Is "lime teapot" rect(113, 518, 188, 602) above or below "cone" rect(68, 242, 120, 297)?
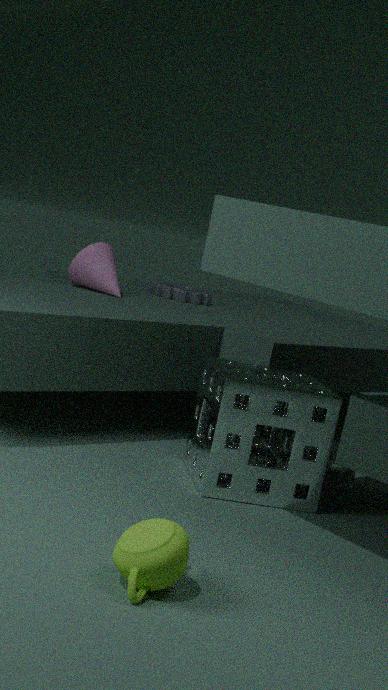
below
